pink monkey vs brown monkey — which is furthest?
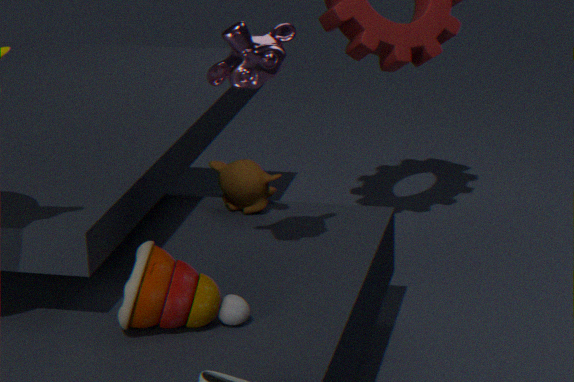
brown monkey
